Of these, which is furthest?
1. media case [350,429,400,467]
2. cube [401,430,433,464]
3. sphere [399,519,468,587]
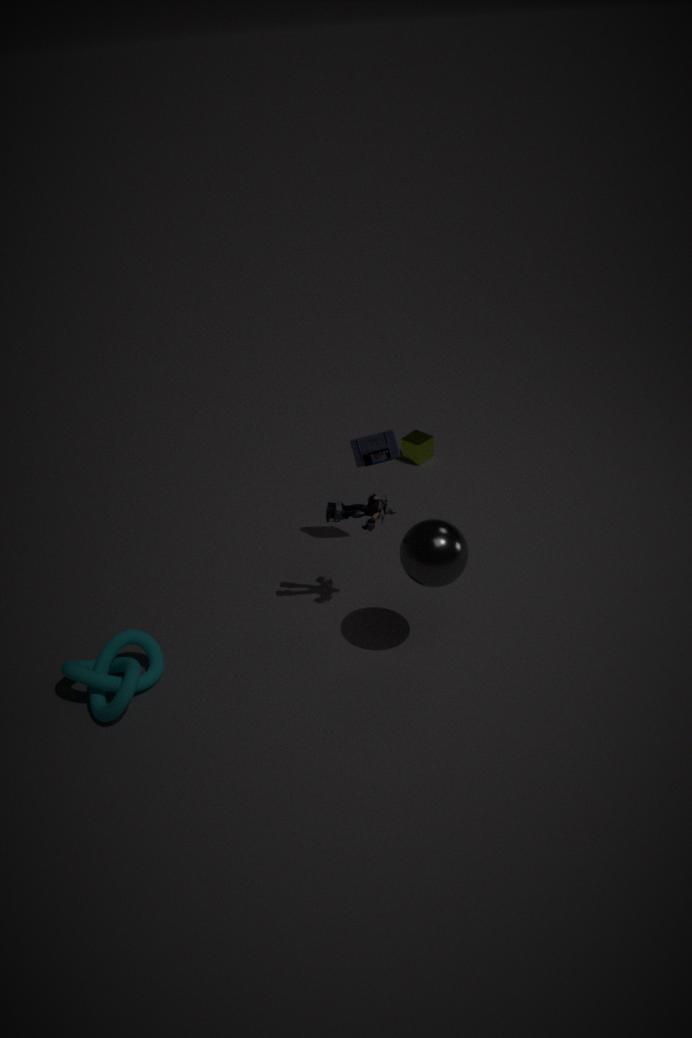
cube [401,430,433,464]
